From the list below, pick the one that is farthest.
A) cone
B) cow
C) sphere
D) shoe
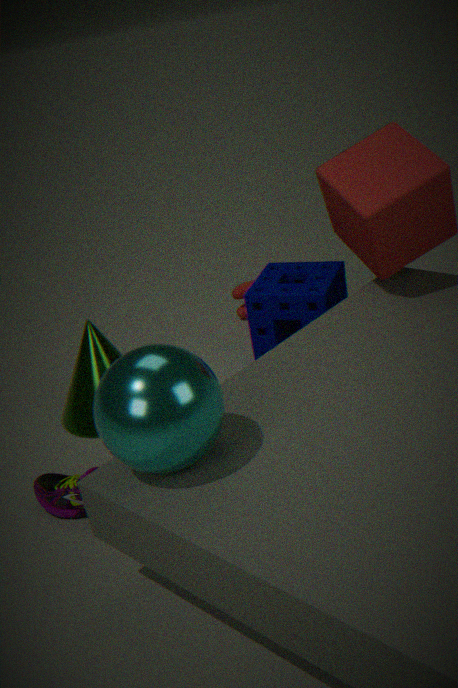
cow
